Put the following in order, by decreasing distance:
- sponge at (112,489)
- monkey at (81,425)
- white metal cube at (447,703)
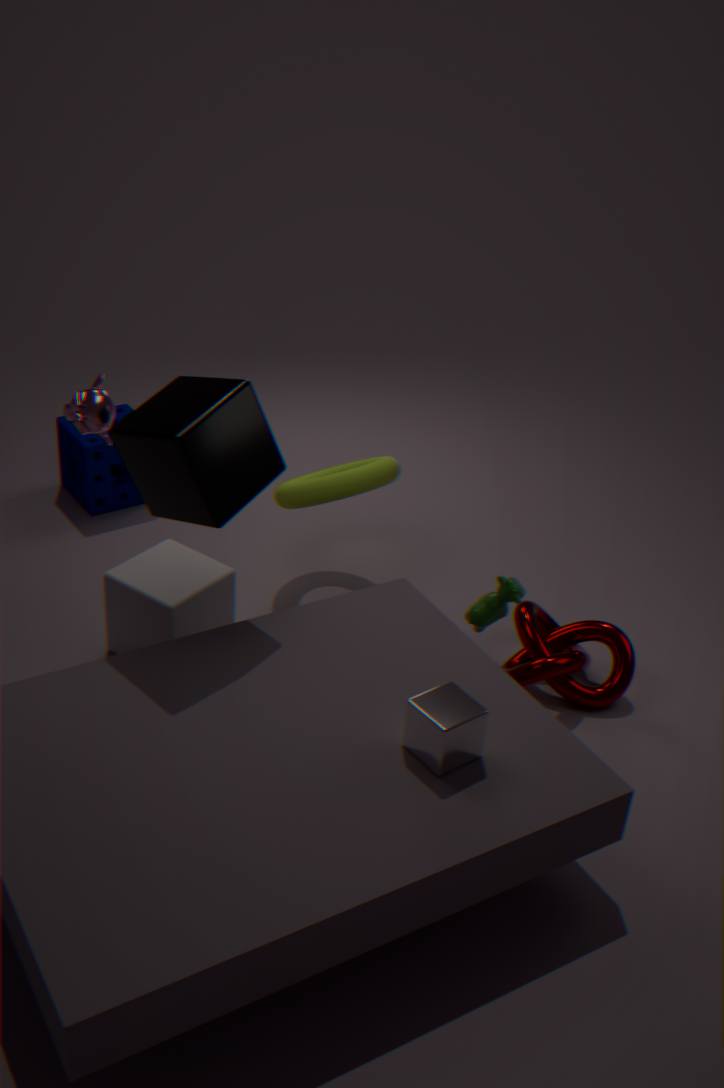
sponge at (112,489)
monkey at (81,425)
white metal cube at (447,703)
